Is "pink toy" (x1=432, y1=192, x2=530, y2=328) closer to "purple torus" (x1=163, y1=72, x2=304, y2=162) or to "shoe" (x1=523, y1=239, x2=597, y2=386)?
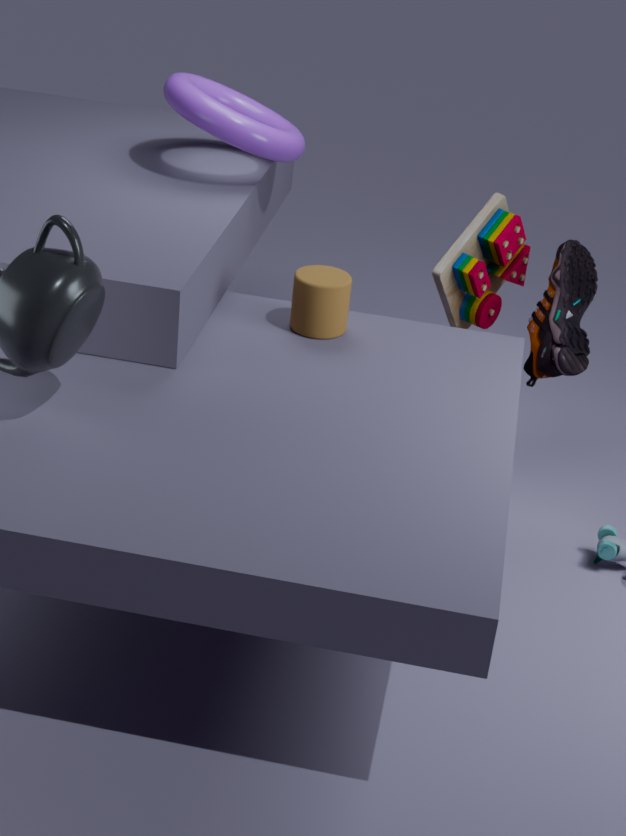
"shoe" (x1=523, y1=239, x2=597, y2=386)
